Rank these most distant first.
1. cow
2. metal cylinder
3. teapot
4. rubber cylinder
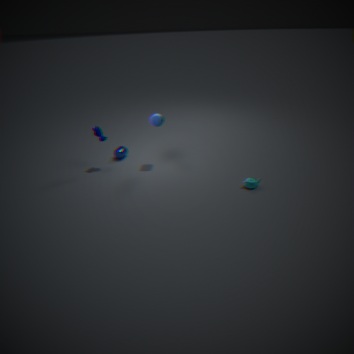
metal cylinder → cow → rubber cylinder → teapot
